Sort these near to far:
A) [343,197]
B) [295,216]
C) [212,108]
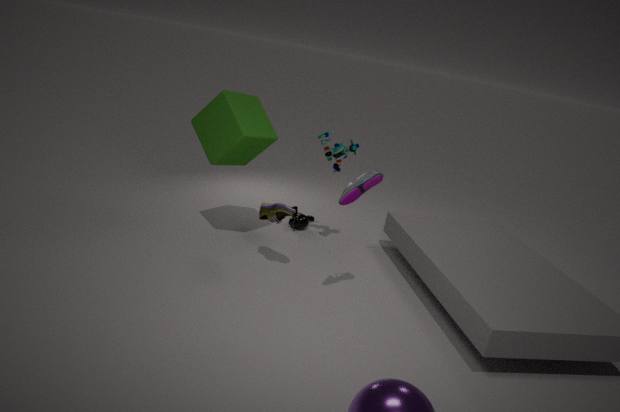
1. [343,197]
2. [212,108]
3. [295,216]
